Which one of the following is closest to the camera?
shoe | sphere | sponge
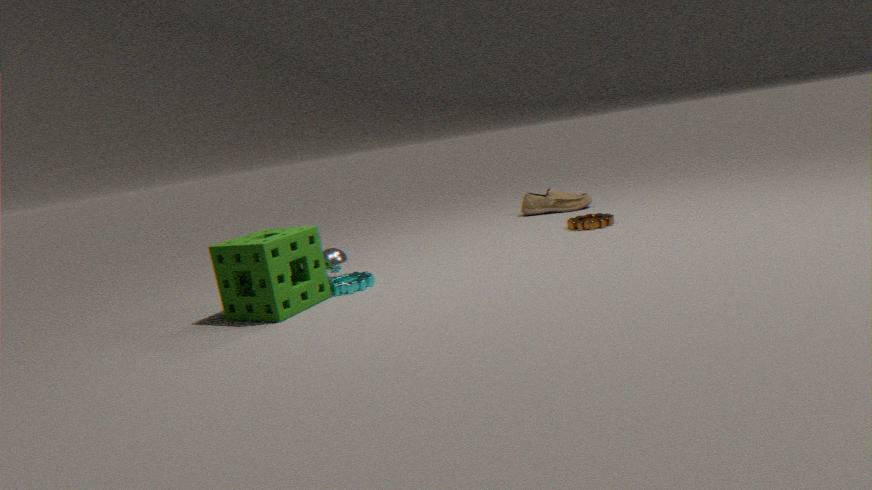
sponge
